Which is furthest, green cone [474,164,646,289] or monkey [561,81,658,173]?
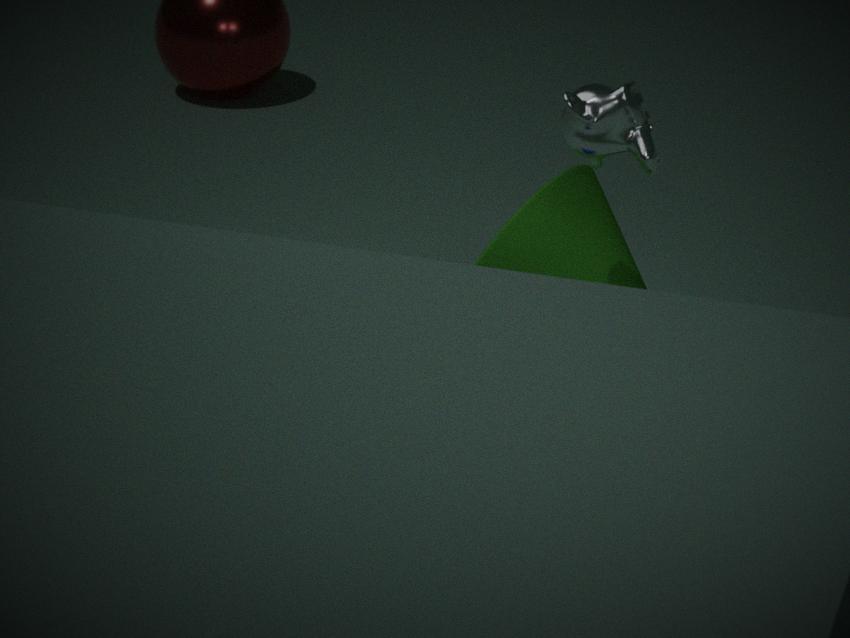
green cone [474,164,646,289]
